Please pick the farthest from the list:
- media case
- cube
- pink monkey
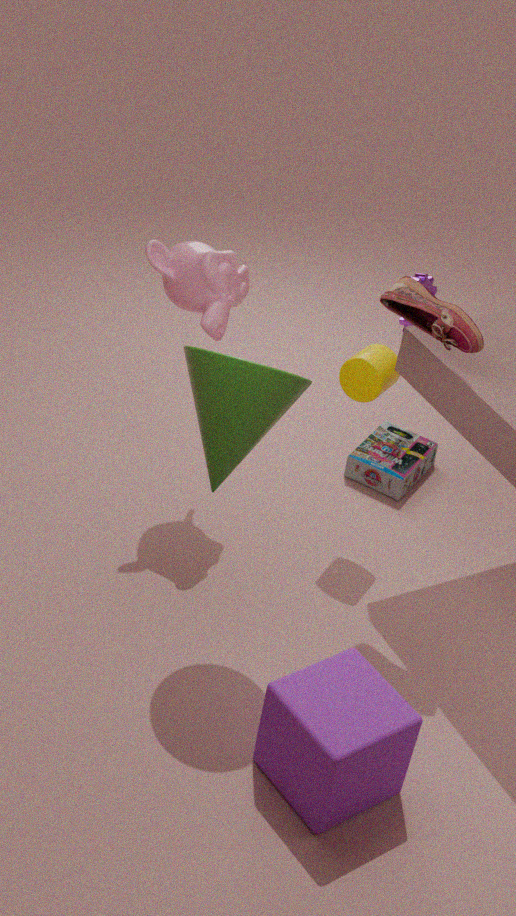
media case
